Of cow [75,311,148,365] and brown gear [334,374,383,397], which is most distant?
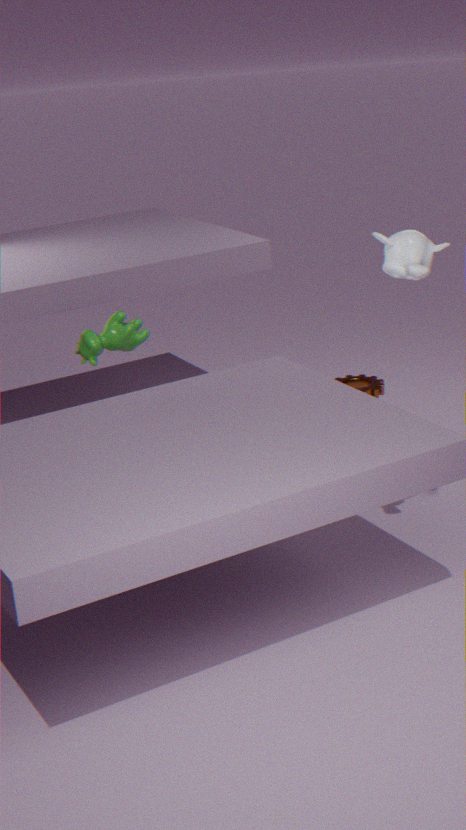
brown gear [334,374,383,397]
